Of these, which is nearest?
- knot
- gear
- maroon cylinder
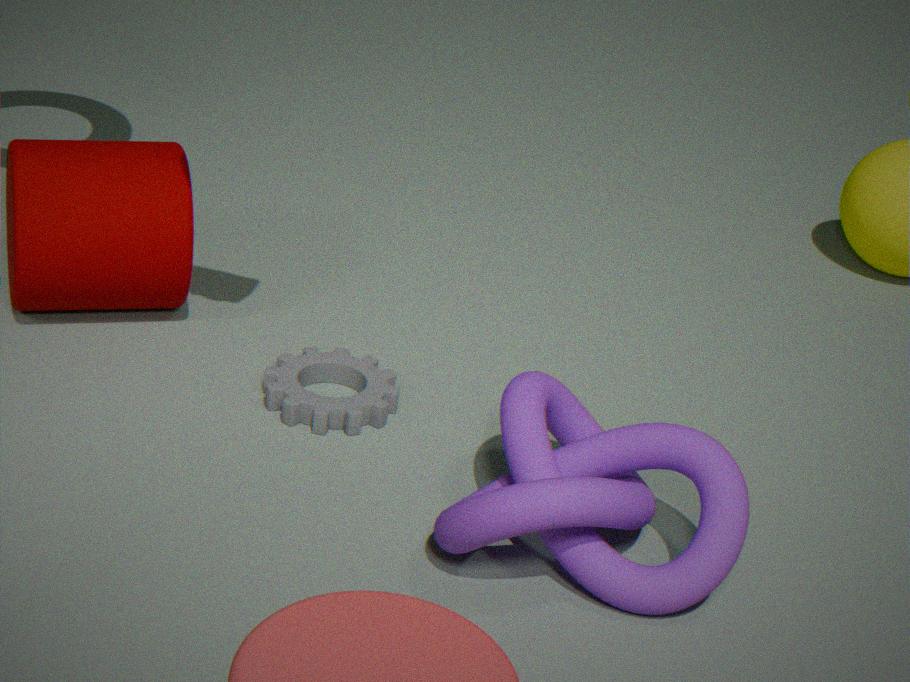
knot
